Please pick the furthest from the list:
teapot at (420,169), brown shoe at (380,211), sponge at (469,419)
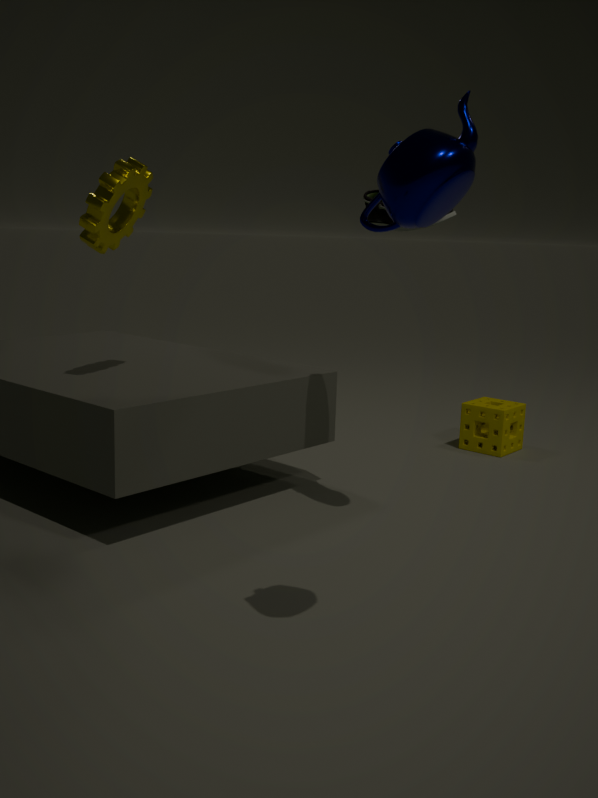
sponge at (469,419)
